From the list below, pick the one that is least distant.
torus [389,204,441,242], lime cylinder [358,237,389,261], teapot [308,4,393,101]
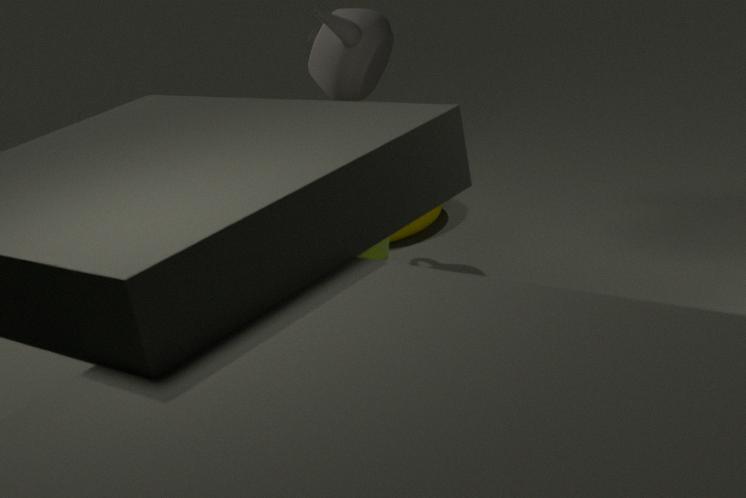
lime cylinder [358,237,389,261]
